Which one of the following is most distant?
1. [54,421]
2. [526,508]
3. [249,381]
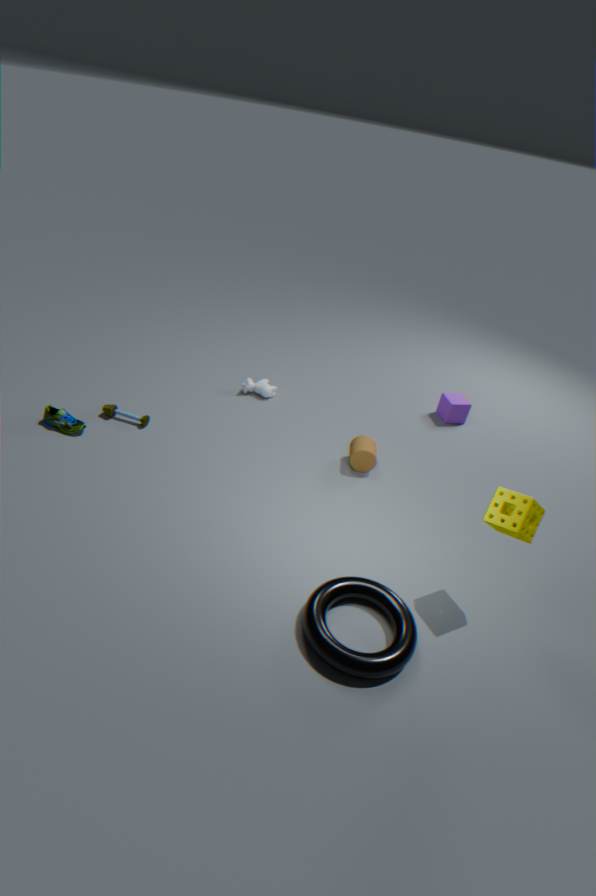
[249,381]
